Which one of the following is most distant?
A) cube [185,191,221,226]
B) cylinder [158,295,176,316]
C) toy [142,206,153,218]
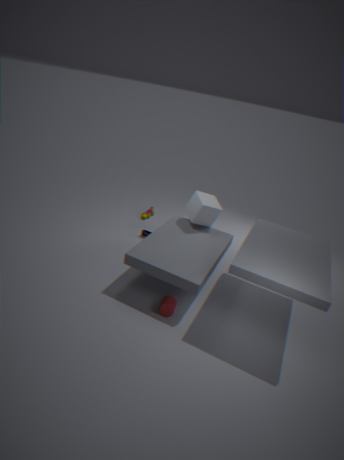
toy [142,206,153,218]
